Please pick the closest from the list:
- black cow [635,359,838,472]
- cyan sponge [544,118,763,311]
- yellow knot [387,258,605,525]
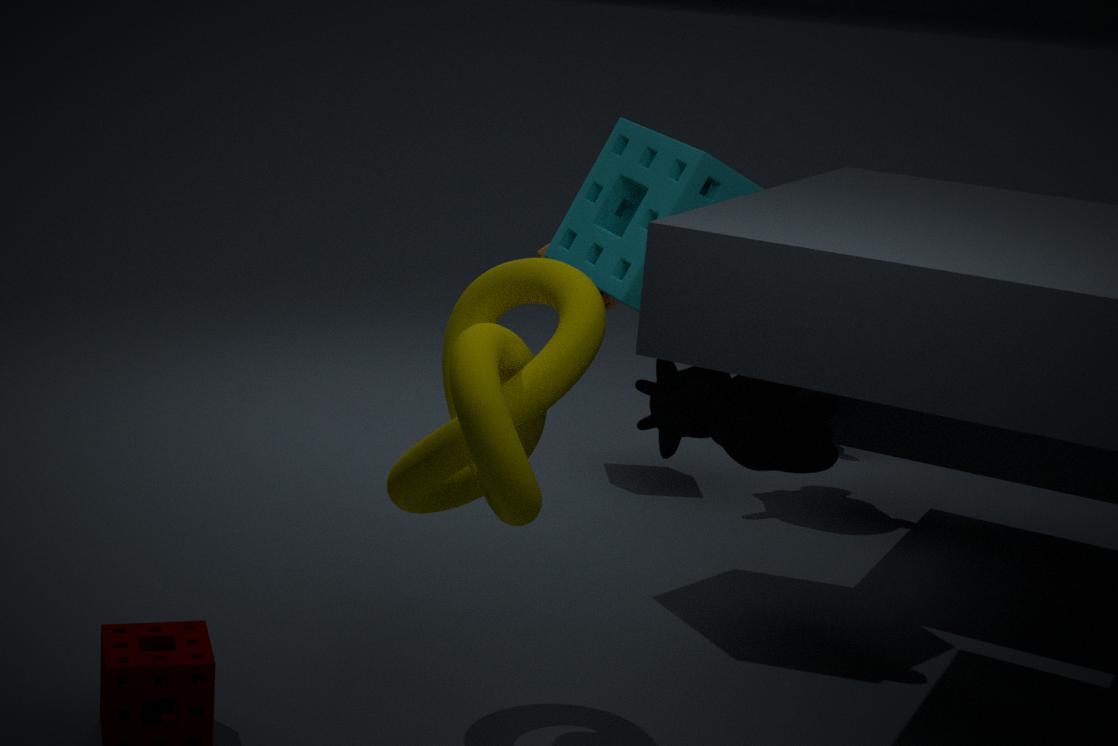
yellow knot [387,258,605,525]
